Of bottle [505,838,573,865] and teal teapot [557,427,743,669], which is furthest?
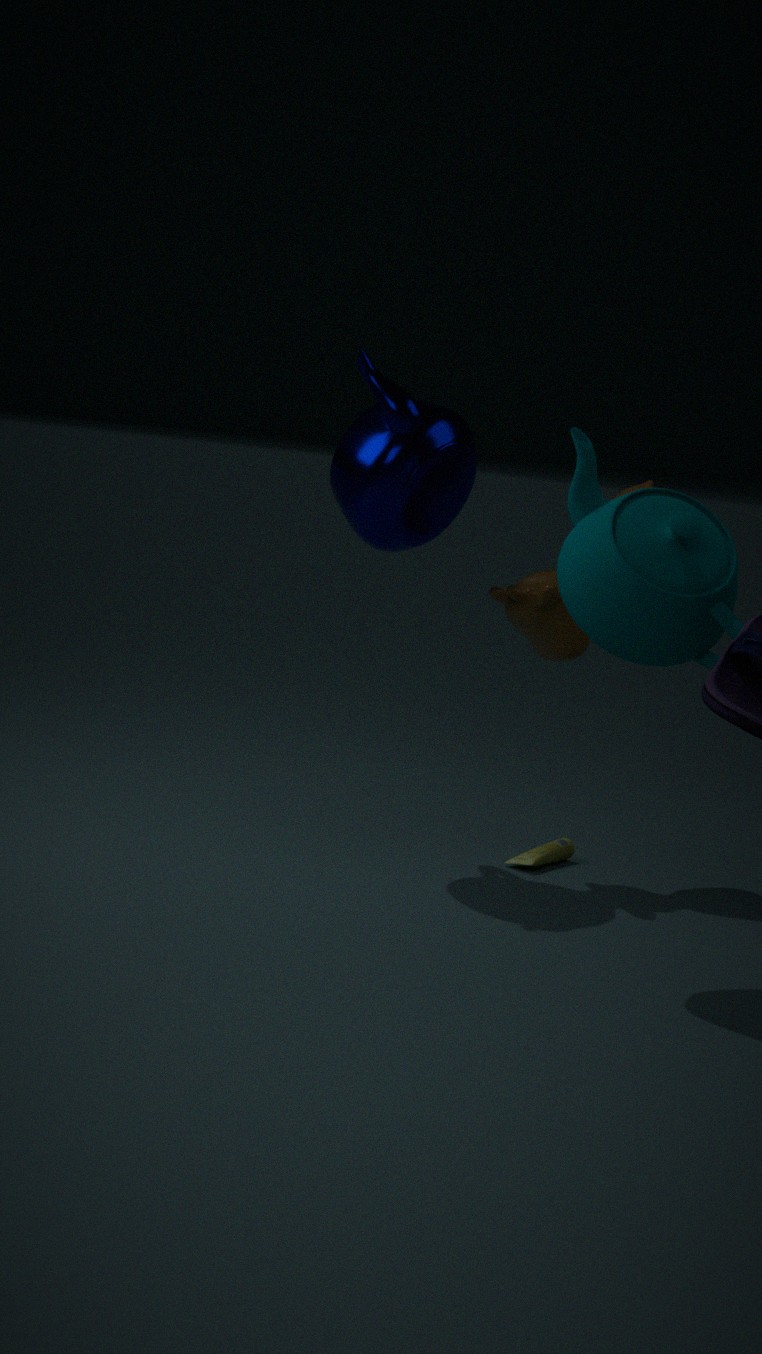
bottle [505,838,573,865]
